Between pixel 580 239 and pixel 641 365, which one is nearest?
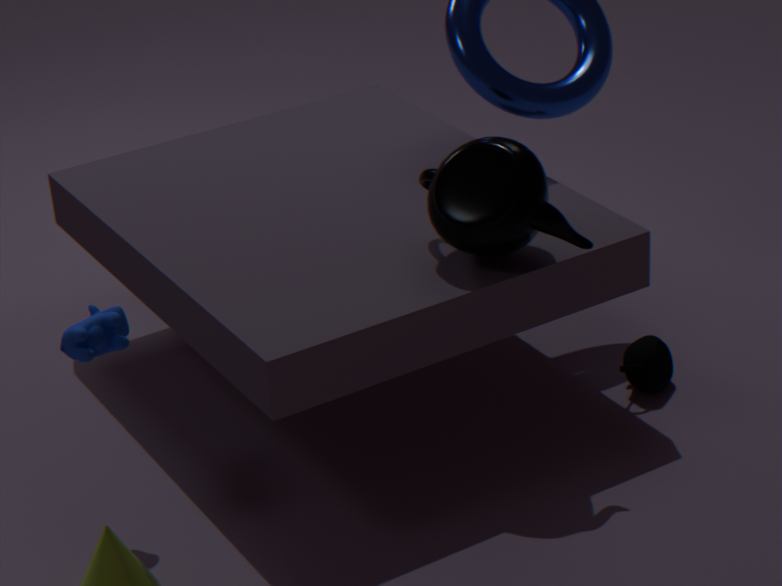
pixel 580 239
